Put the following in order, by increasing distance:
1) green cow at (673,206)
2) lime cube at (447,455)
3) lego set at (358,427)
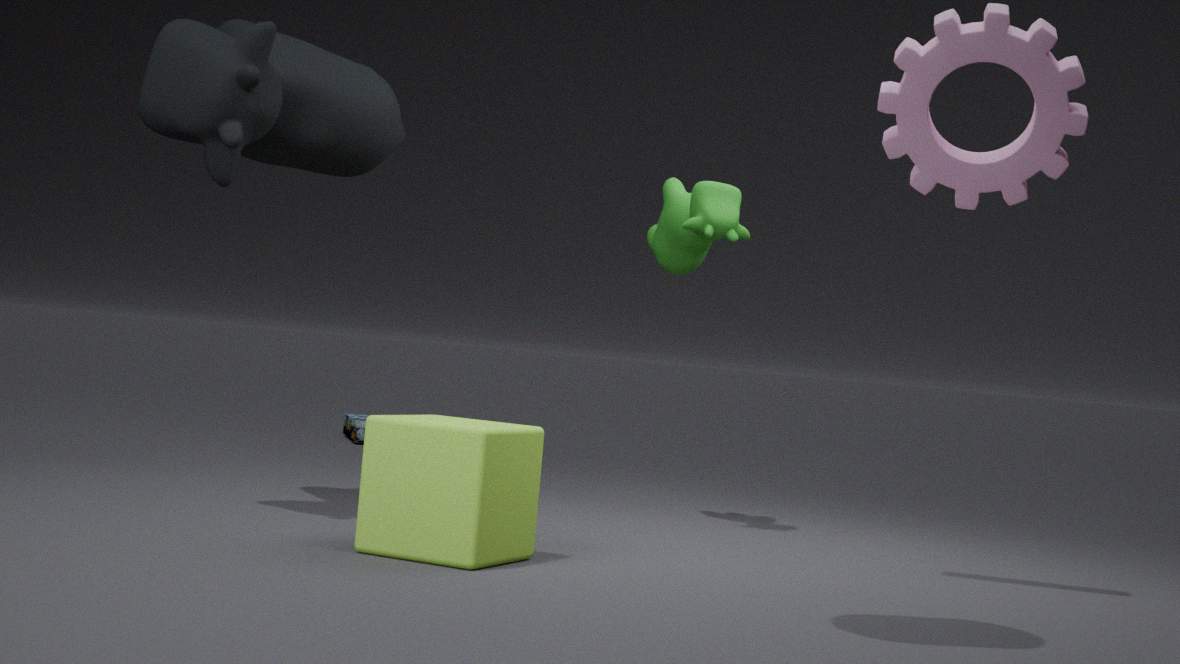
1. 2. lime cube at (447,455)
2. 1. green cow at (673,206)
3. 3. lego set at (358,427)
